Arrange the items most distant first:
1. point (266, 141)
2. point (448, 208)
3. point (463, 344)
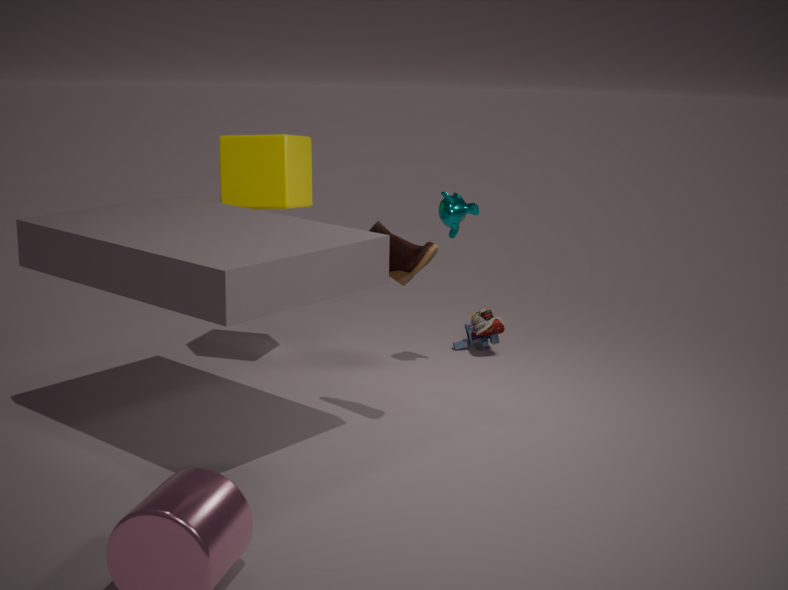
point (463, 344)
point (448, 208)
point (266, 141)
